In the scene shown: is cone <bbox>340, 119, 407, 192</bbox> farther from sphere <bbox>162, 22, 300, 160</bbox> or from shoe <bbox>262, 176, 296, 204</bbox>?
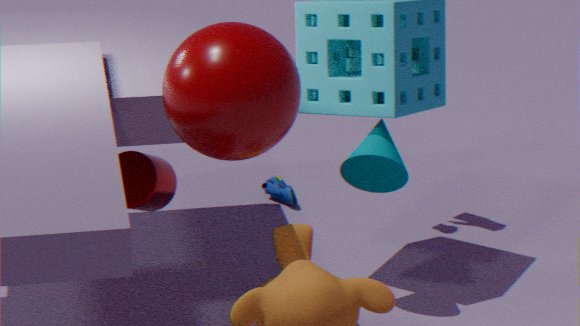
shoe <bbox>262, 176, 296, 204</bbox>
